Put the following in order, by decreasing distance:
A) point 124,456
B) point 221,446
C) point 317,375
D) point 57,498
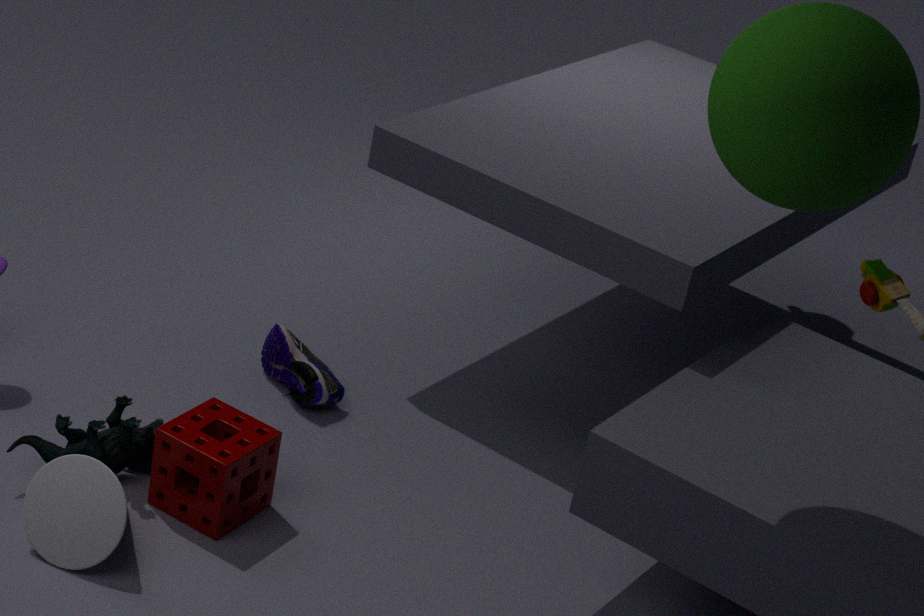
point 317,375, point 124,456, point 221,446, point 57,498
